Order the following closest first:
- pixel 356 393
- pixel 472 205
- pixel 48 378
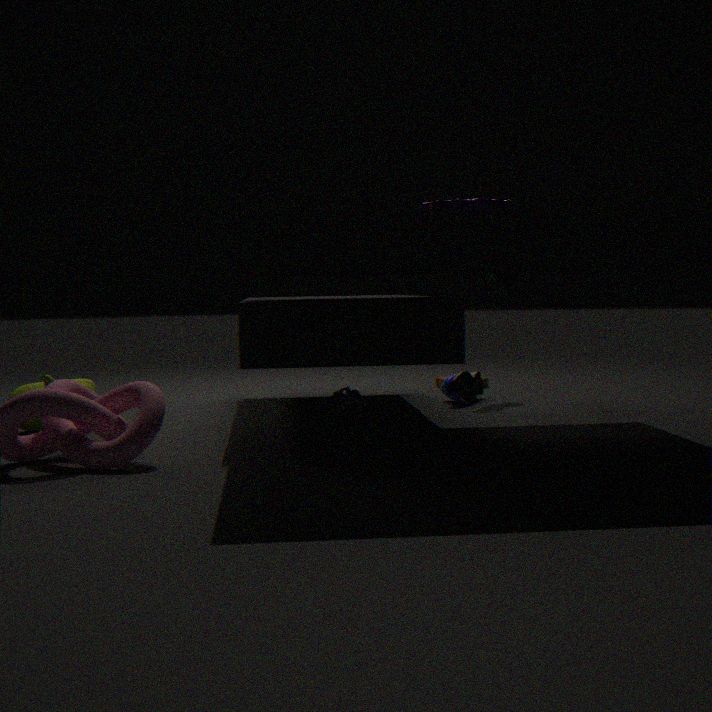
pixel 472 205 < pixel 48 378 < pixel 356 393
